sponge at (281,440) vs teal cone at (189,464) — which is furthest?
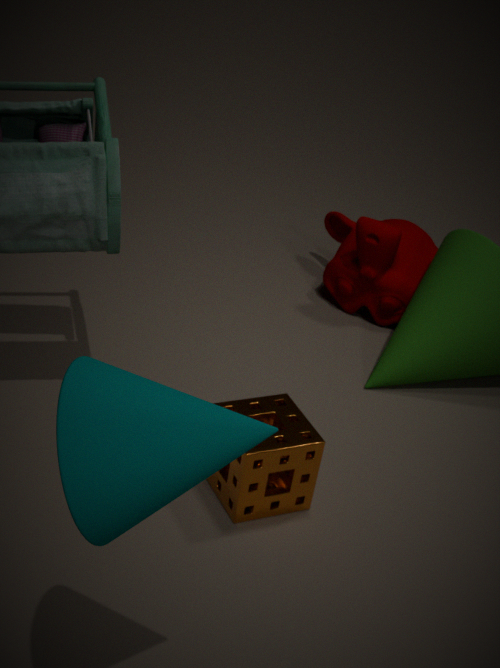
sponge at (281,440)
